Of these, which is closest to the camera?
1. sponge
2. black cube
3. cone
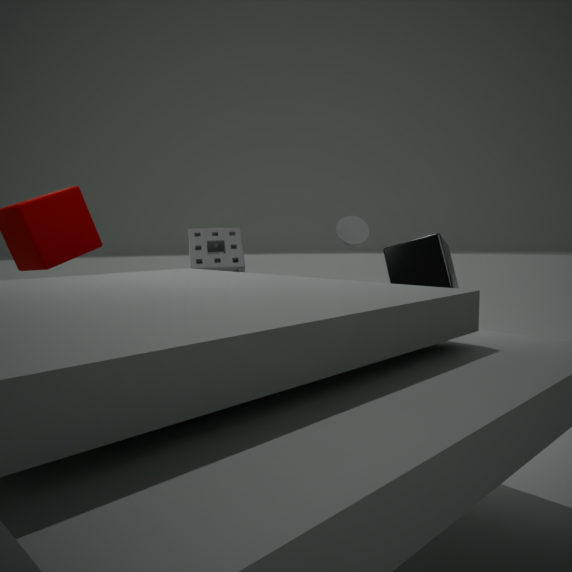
black cube
